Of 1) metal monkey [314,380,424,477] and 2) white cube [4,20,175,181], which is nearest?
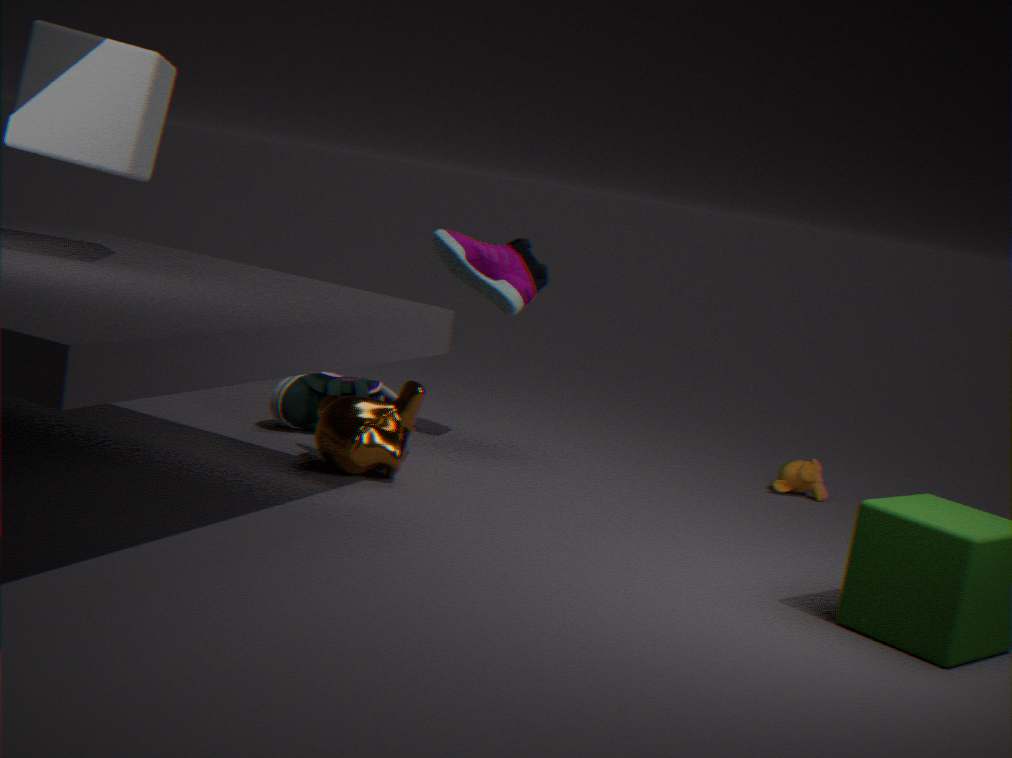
2. white cube [4,20,175,181]
